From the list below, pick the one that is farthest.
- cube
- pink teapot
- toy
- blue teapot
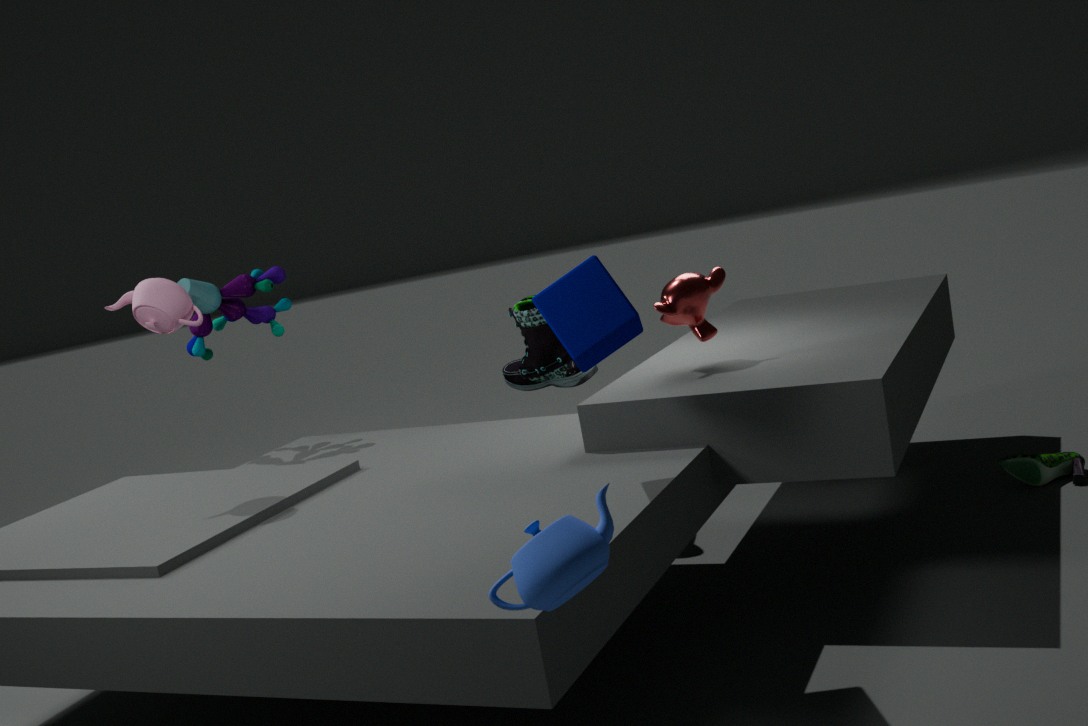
toy
